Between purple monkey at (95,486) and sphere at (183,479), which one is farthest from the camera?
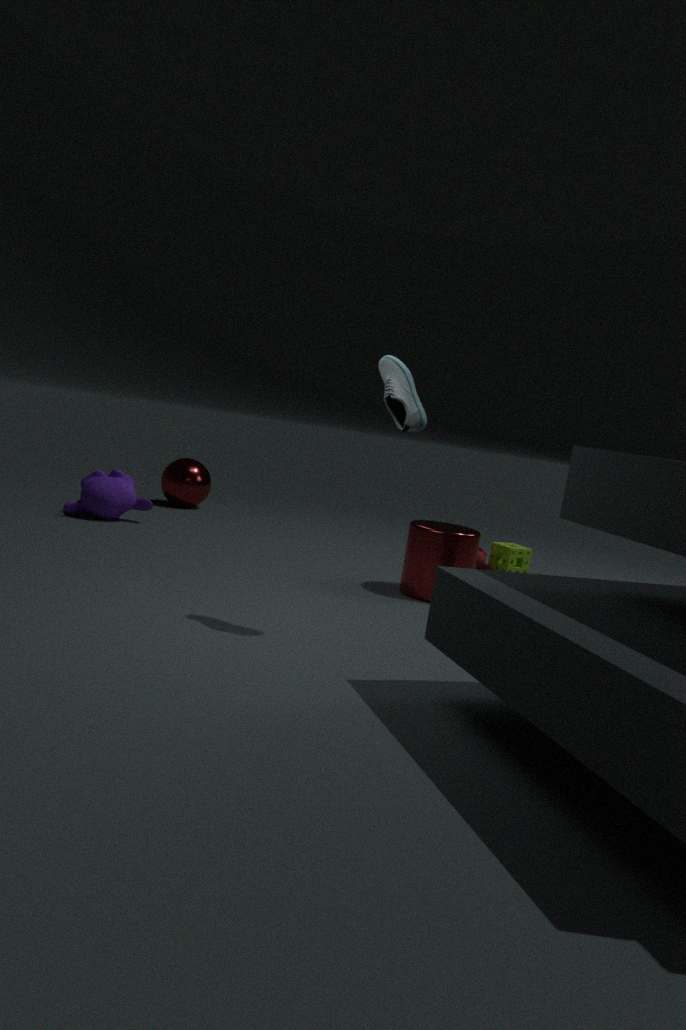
sphere at (183,479)
